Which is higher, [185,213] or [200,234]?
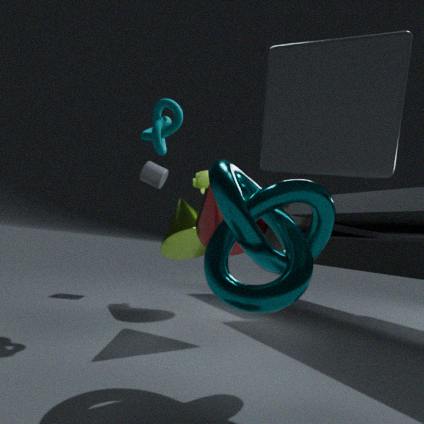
[200,234]
